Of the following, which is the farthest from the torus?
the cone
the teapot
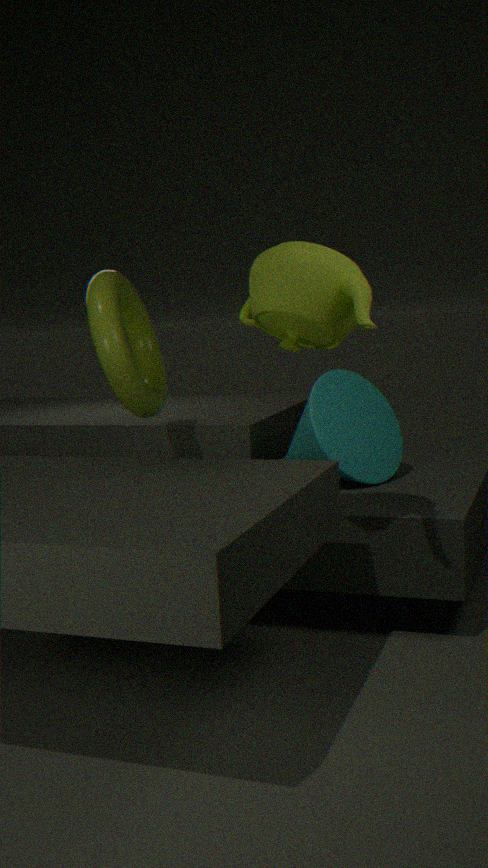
the teapot
